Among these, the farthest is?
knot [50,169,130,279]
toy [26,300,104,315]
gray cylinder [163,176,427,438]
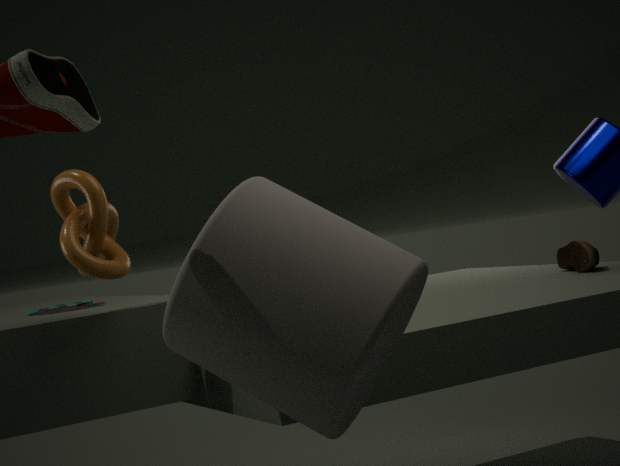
toy [26,300,104,315]
